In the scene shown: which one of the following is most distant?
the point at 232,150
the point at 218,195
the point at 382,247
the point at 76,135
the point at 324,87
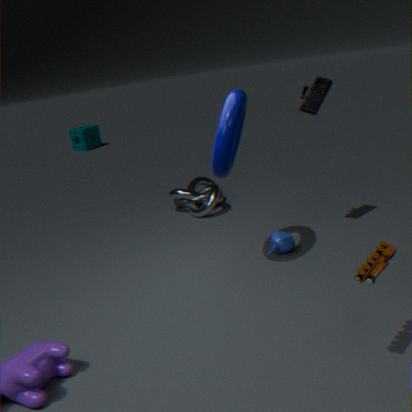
the point at 76,135
